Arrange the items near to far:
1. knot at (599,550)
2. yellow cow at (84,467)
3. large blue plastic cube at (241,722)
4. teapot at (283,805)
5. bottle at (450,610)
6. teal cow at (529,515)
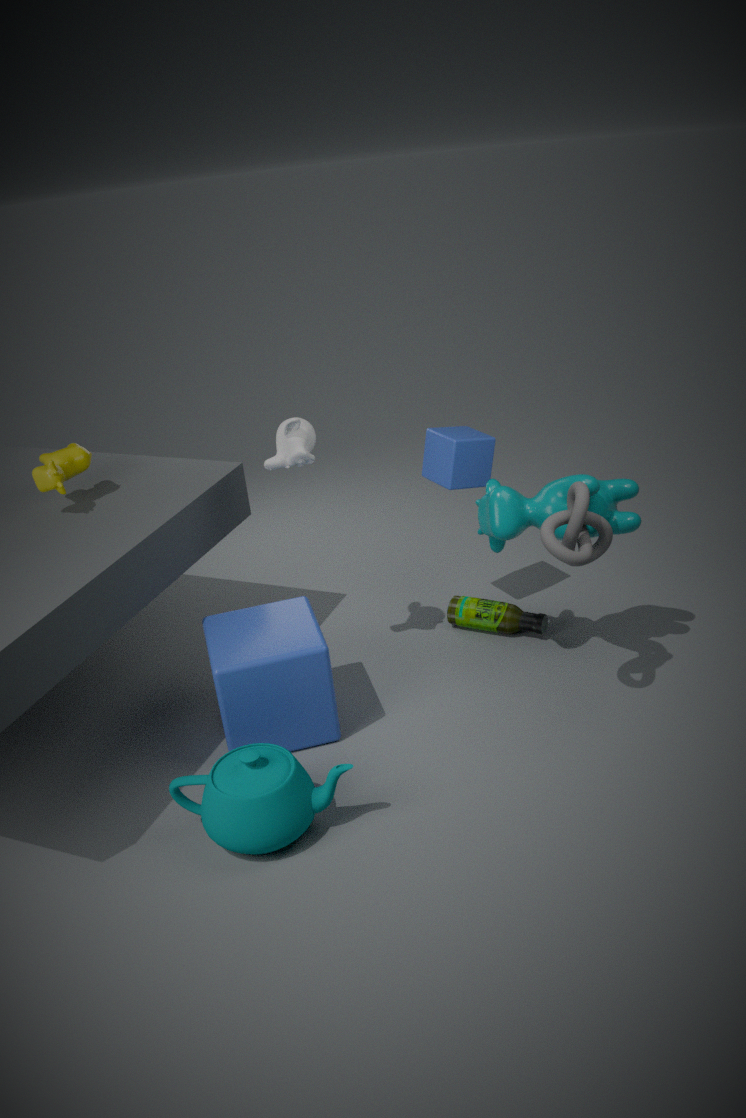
teapot at (283,805)
knot at (599,550)
large blue plastic cube at (241,722)
teal cow at (529,515)
yellow cow at (84,467)
bottle at (450,610)
